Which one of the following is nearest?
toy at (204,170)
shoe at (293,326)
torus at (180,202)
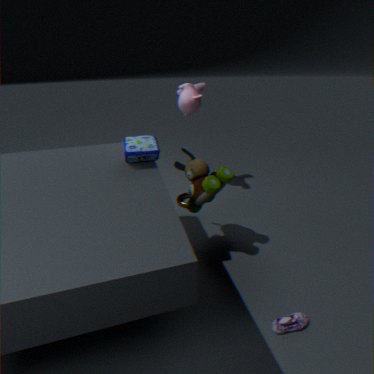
shoe at (293,326)
